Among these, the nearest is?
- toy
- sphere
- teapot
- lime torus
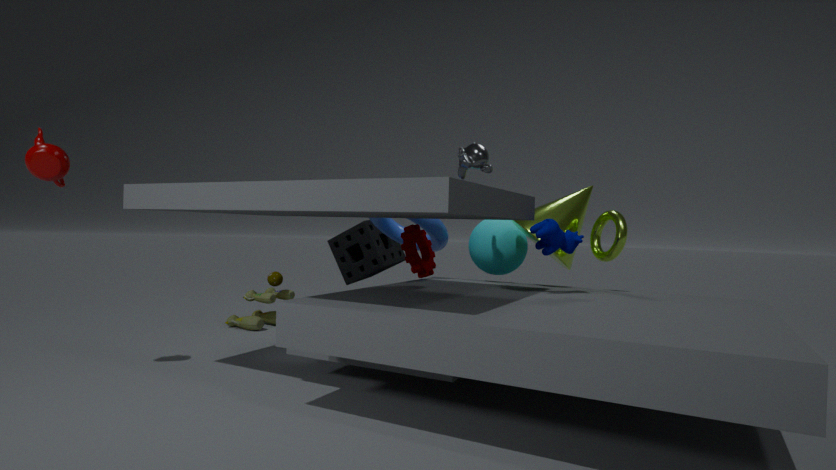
teapot
